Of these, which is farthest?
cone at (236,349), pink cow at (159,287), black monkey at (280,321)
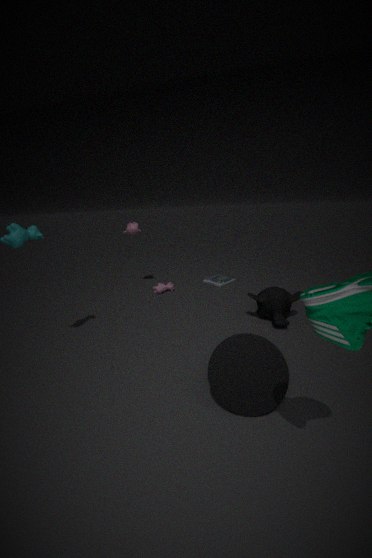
pink cow at (159,287)
